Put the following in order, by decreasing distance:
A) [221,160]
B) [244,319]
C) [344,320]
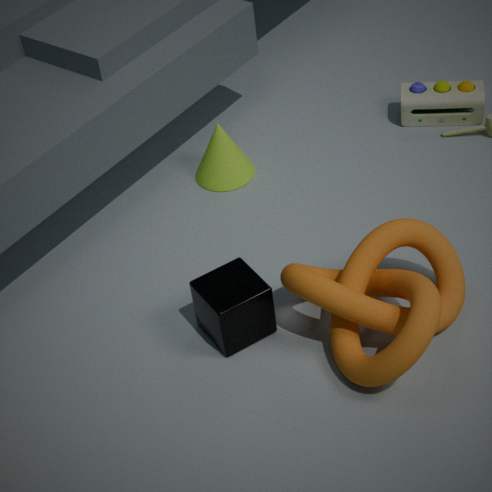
1. [221,160]
2. [244,319]
3. [344,320]
